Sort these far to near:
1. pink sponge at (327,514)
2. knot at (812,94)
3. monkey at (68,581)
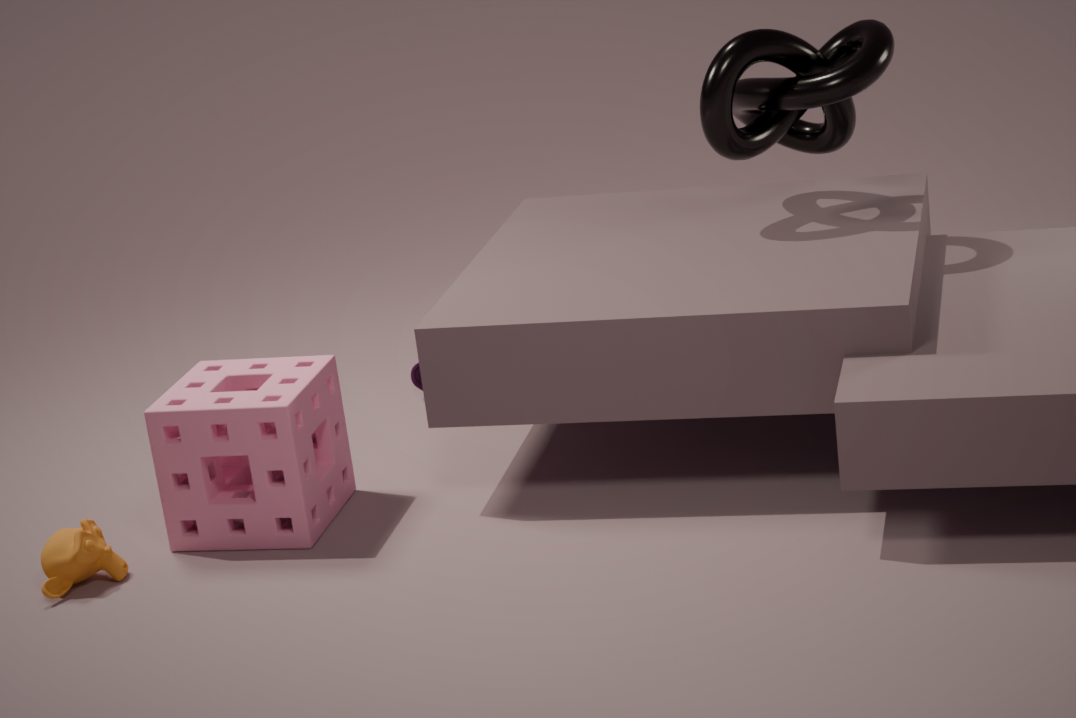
1. knot at (812,94)
2. pink sponge at (327,514)
3. monkey at (68,581)
